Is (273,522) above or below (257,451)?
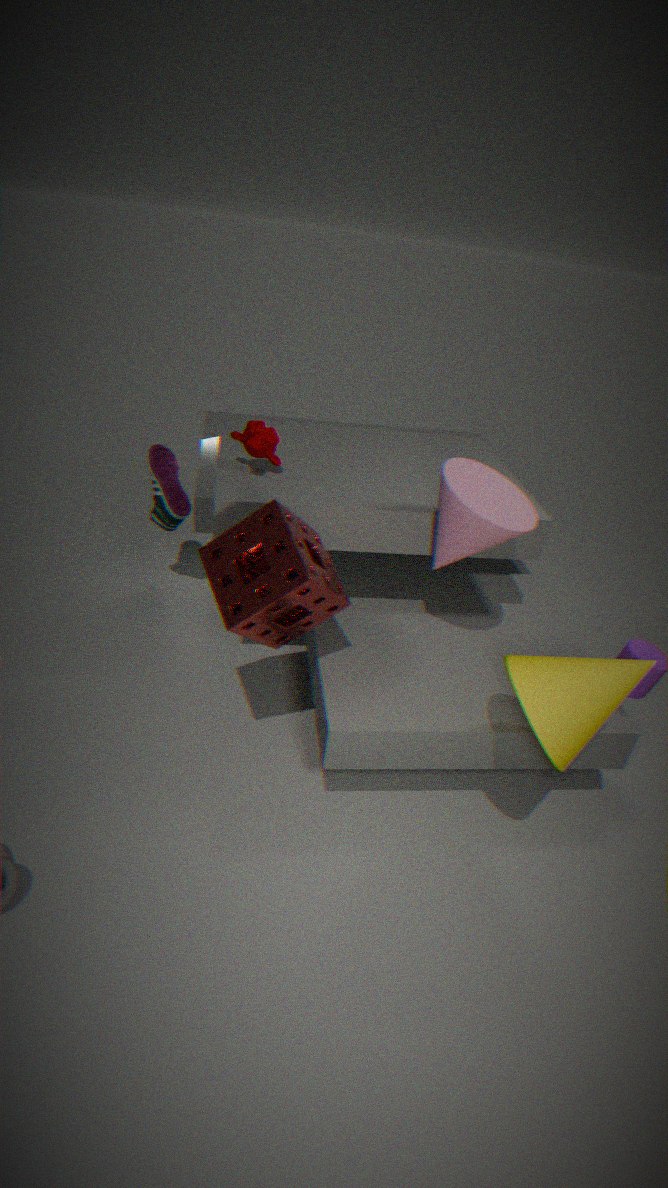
below
